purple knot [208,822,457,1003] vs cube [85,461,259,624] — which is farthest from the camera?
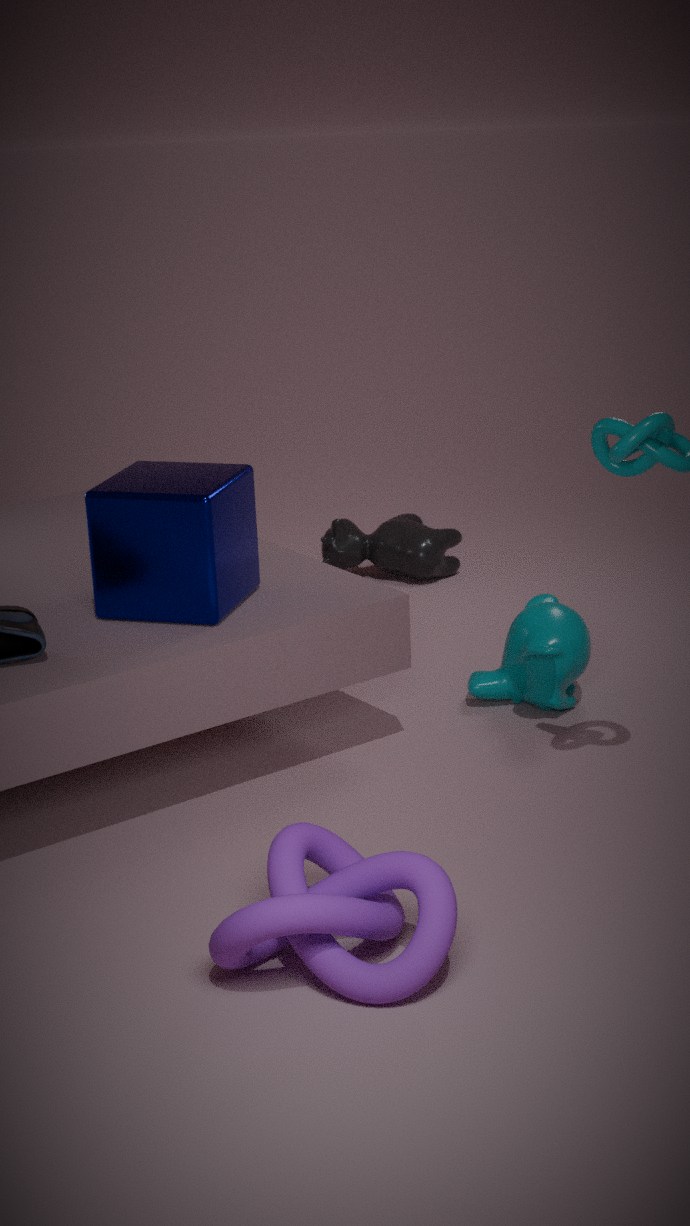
cube [85,461,259,624]
